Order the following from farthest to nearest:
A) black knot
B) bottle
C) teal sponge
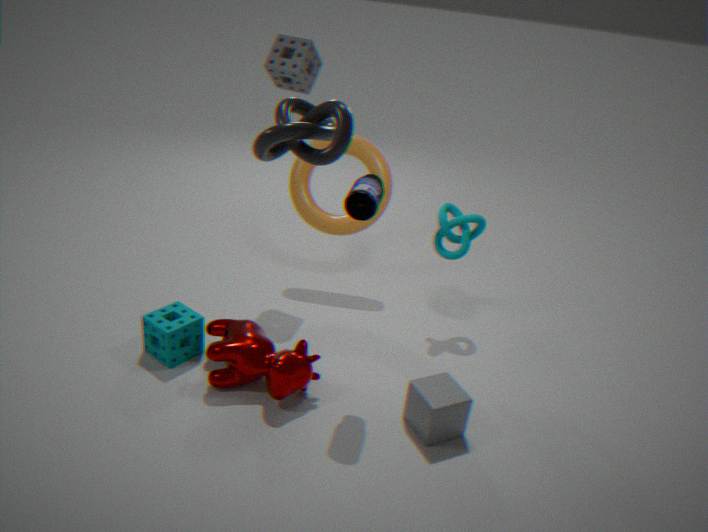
1. teal sponge
2. bottle
3. black knot
